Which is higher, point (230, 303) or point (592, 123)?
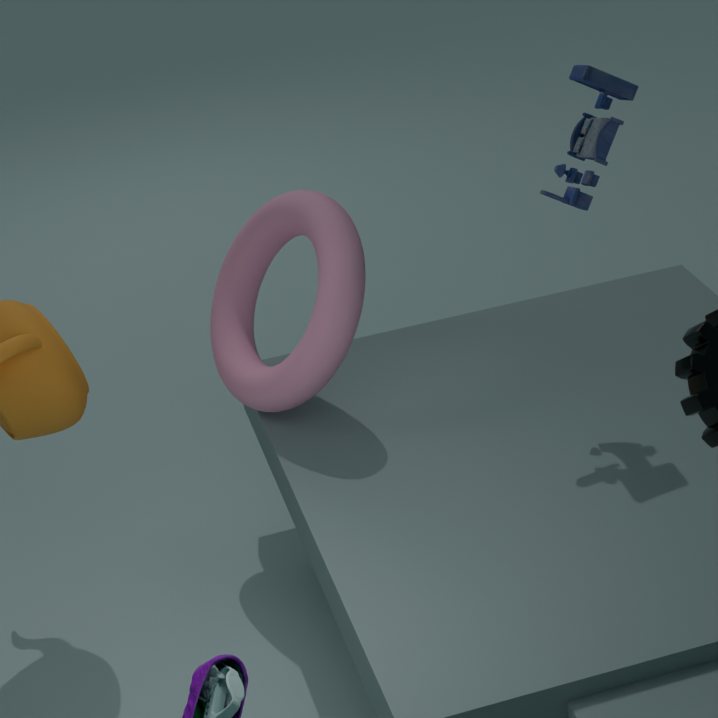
point (592, 123)
